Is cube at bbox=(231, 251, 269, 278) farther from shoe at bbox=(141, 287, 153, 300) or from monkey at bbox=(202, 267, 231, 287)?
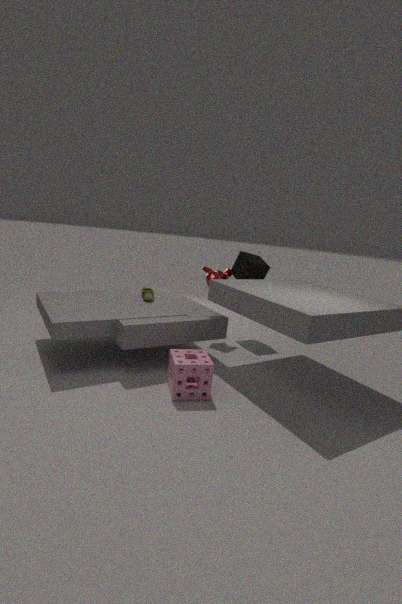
shoe at bbox=(141, 287, 153, 300)
